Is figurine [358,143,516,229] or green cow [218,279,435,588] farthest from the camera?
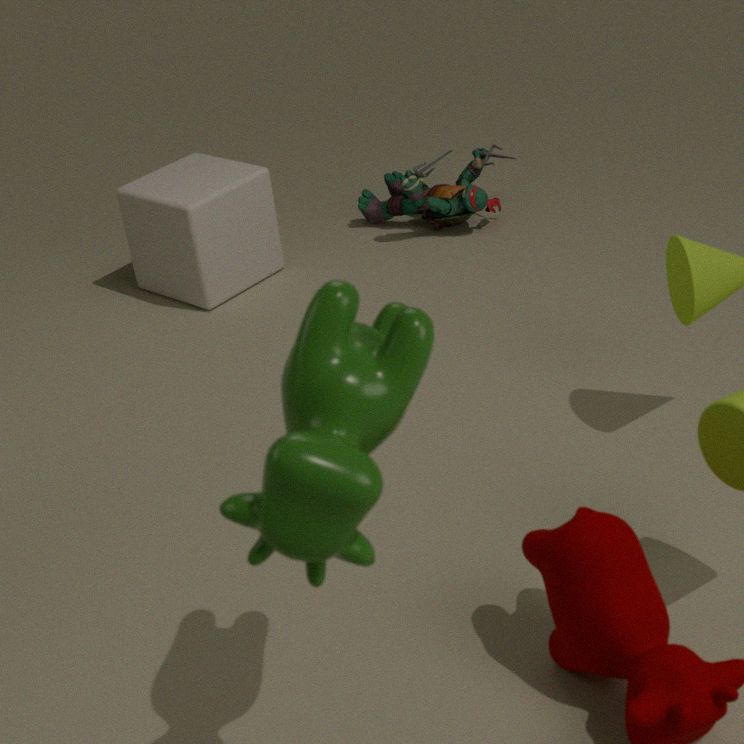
figurine [358,143,516,229]
